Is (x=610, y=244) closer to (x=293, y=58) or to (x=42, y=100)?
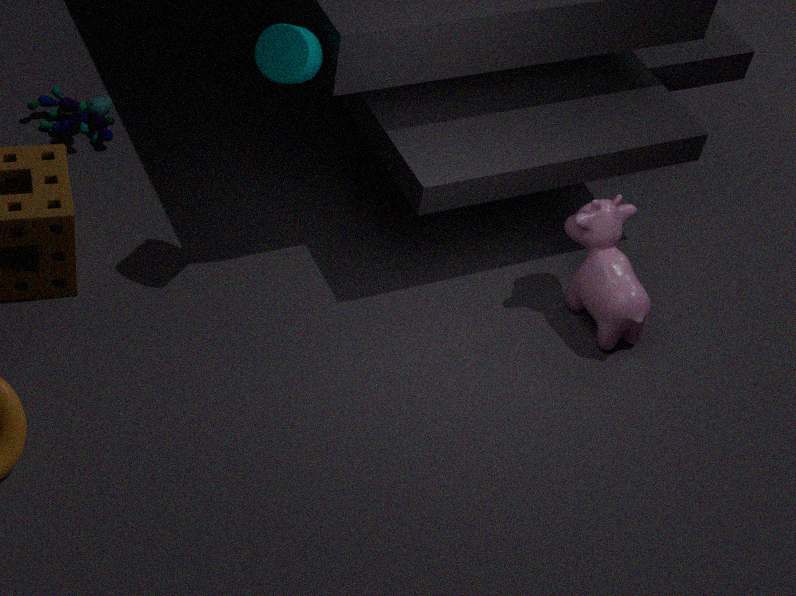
(x=293, y=58)
